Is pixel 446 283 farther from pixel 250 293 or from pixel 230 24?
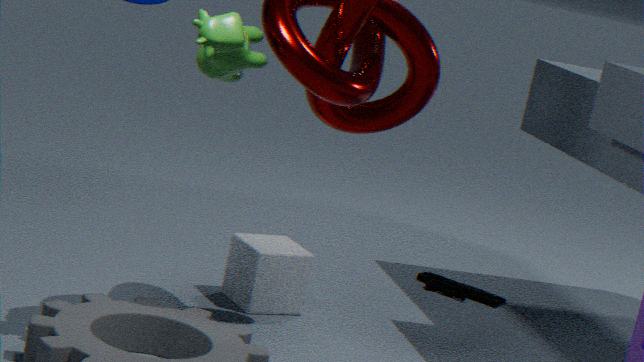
pixel 230 24
